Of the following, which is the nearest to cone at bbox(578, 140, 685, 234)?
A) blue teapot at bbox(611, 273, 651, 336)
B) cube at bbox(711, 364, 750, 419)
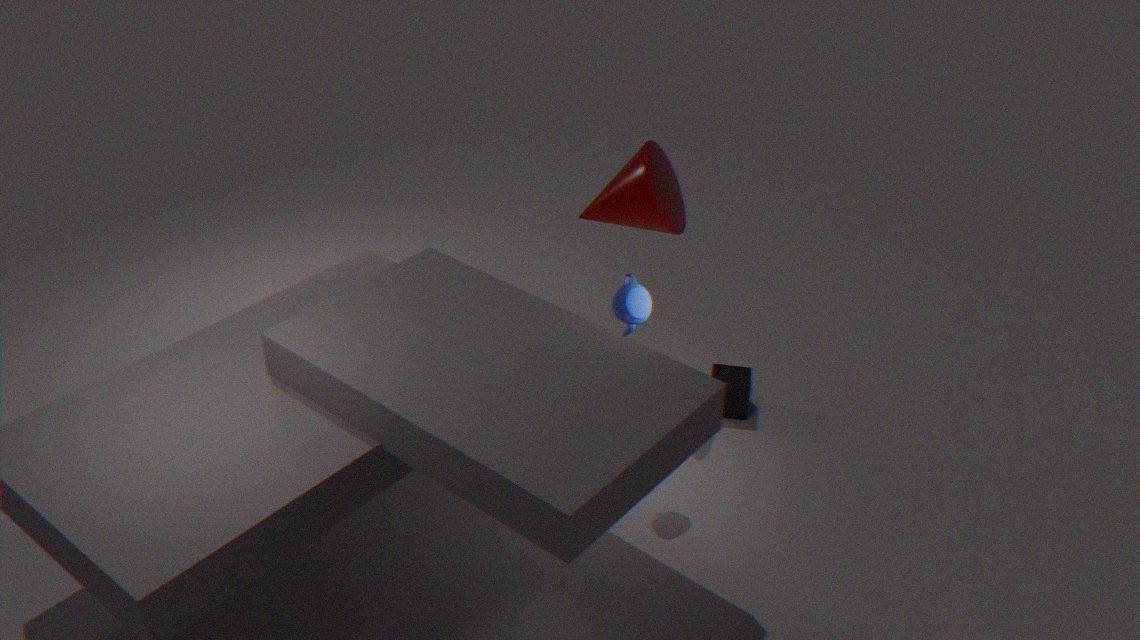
blue teapot at bbox(611, 273, 651, 336)
